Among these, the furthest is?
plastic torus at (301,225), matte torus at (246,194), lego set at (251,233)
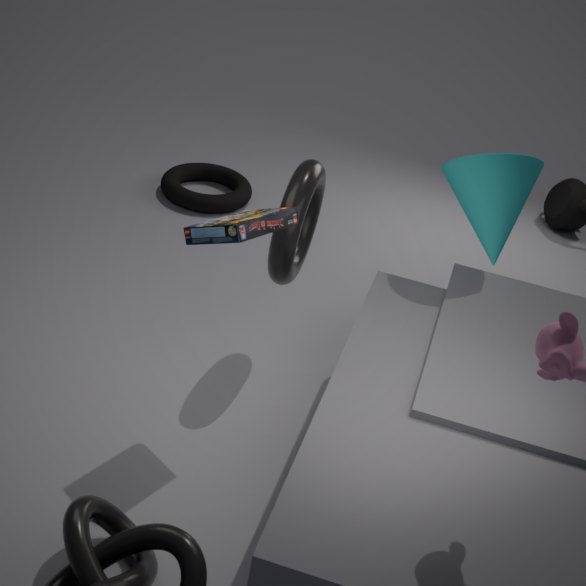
matte torus at (246,194)
